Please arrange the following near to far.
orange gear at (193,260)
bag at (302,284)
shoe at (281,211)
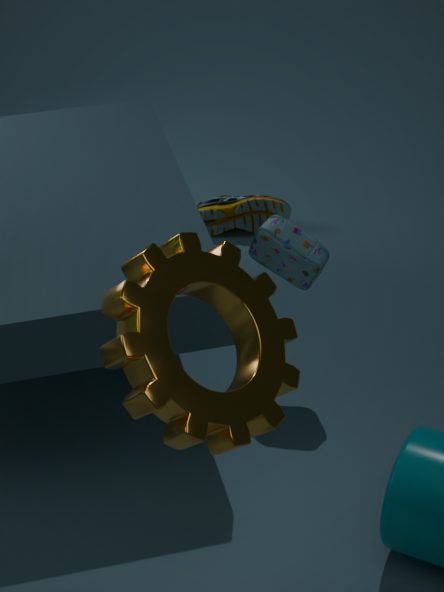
orange gear at (193,260) < bag at (302,284) < shoe at (281,211)
